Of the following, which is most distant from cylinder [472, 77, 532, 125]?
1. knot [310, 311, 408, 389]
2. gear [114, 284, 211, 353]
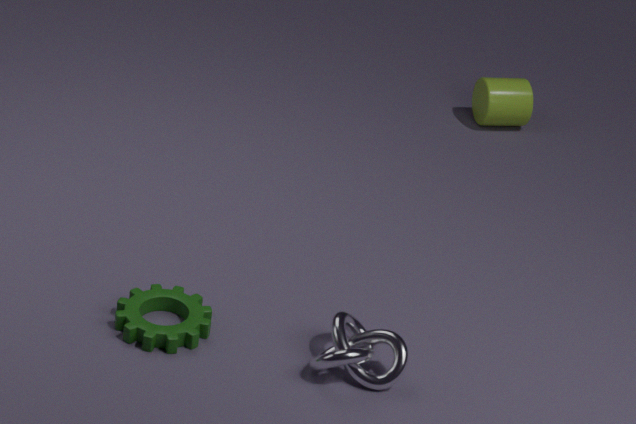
gear [114, 284, 211, 353]
